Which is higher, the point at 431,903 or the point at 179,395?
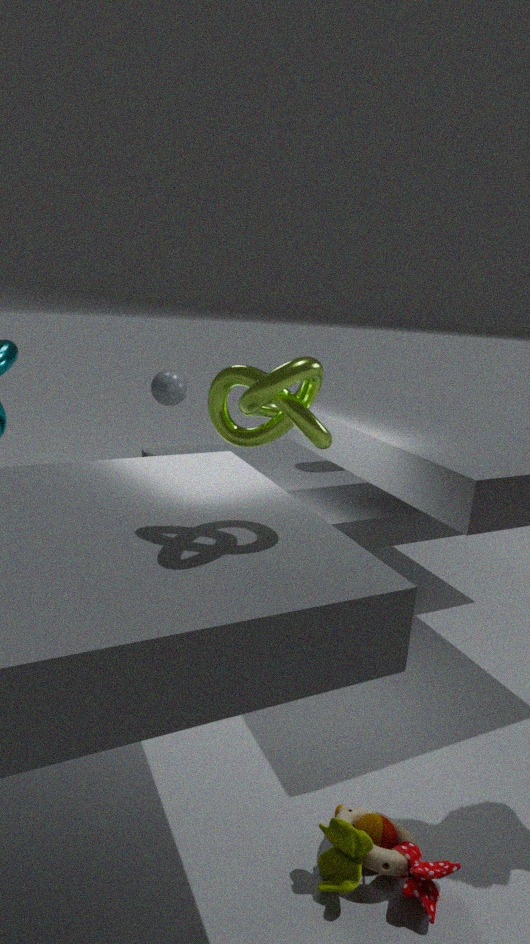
the point at 179,395
